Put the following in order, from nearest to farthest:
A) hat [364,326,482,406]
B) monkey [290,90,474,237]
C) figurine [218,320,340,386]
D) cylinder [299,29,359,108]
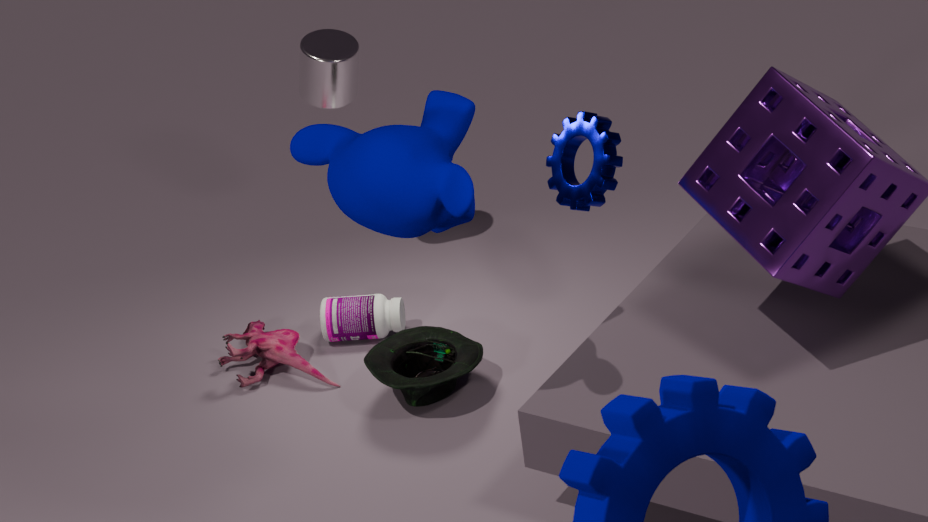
monkey [290,90,474,237], hat [364,326,482,406], figurine [218,320,340,386], cylinder [299,29,359,108]
